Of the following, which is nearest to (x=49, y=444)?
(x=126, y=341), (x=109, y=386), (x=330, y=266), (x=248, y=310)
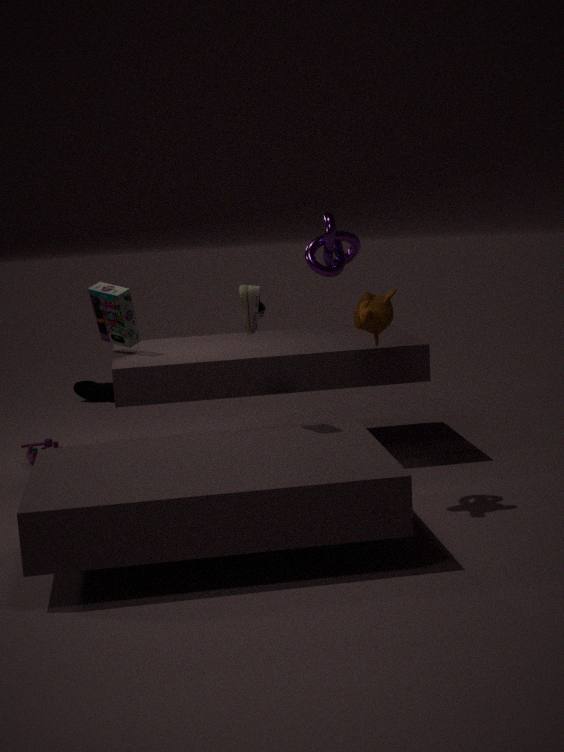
(x=126, y=341)
